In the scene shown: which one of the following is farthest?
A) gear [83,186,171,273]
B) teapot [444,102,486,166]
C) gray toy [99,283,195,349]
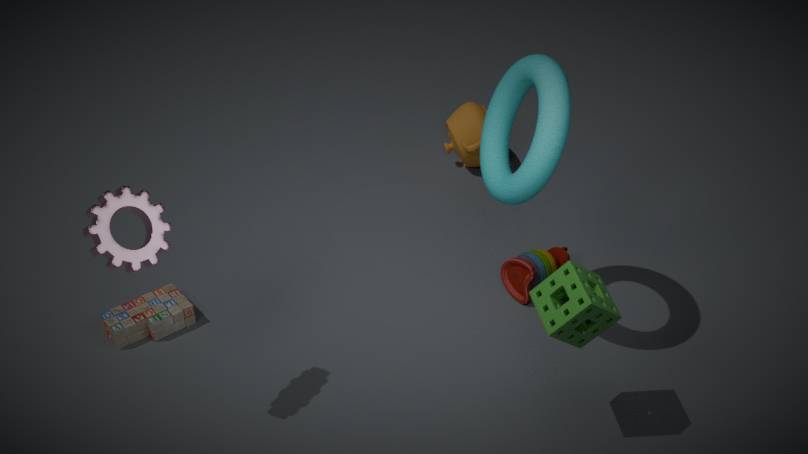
teapot [444,102,486,166]
